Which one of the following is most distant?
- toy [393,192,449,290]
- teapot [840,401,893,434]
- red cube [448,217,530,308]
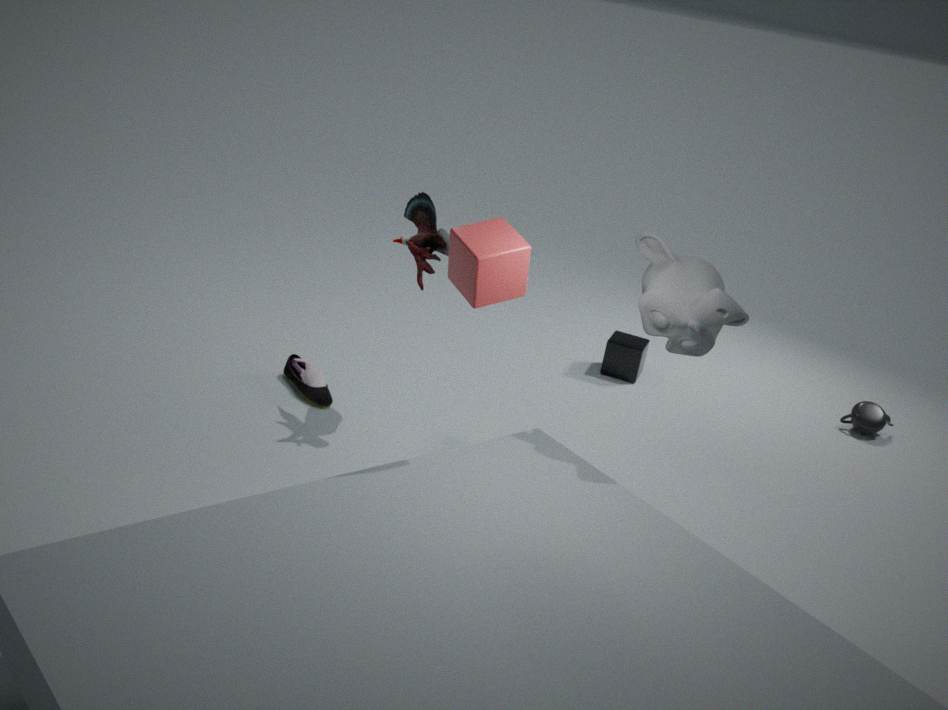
teapot [840,401,893,434]
